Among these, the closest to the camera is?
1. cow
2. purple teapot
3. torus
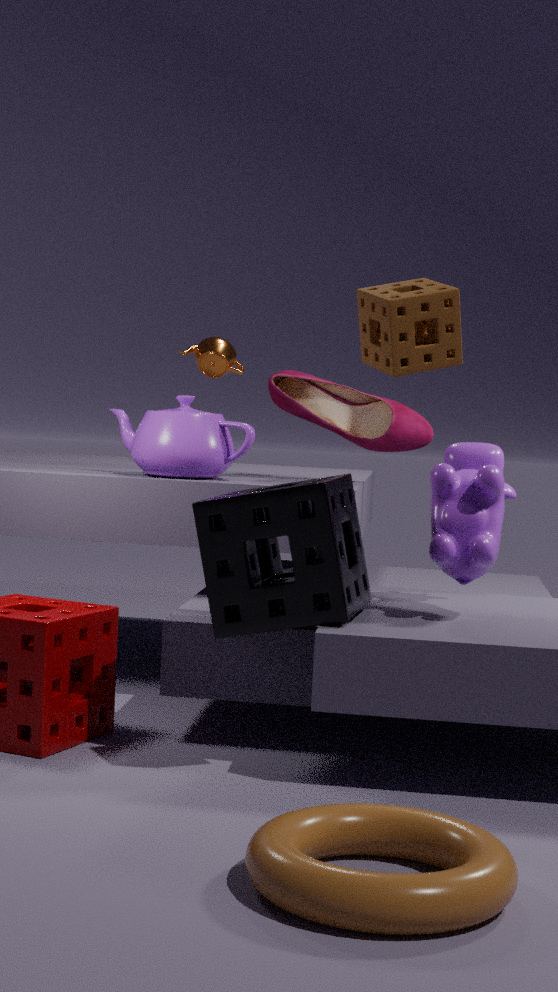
torus
